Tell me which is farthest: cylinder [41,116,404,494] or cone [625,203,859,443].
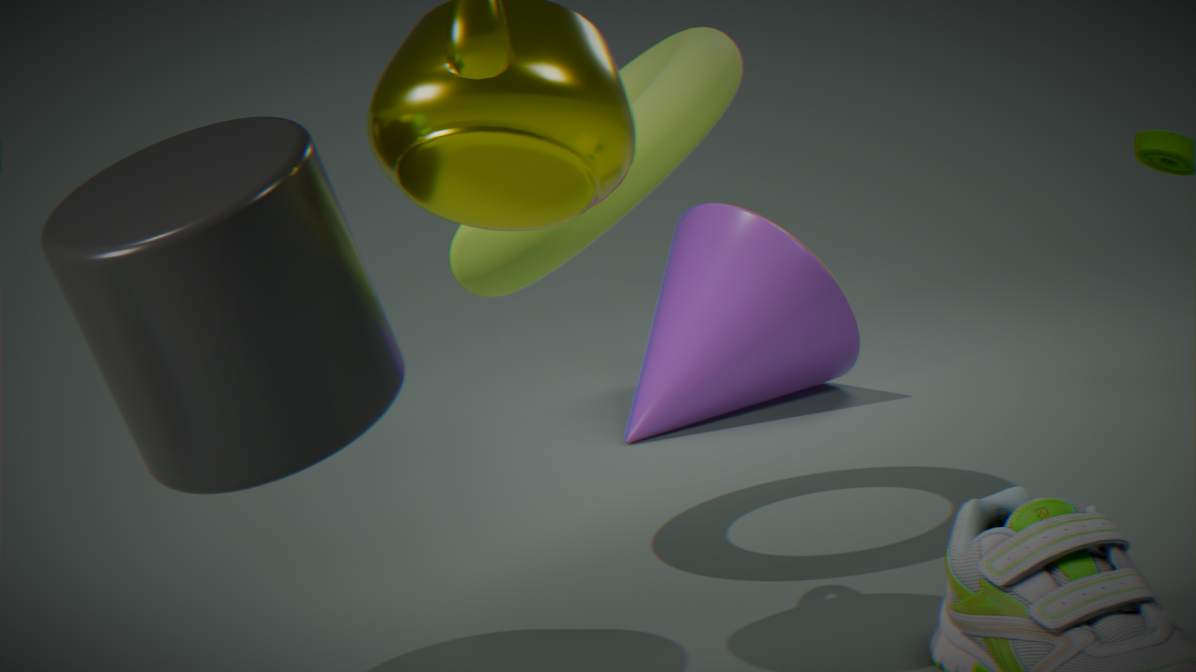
cone [625,203,859,443]
